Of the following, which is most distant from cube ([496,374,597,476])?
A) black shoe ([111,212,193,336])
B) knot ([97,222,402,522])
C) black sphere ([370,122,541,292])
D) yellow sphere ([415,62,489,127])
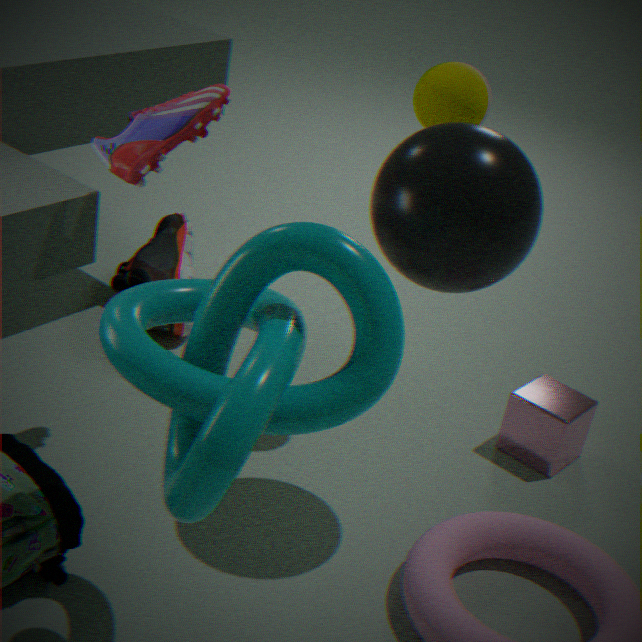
knot ([97,222,402,522])
